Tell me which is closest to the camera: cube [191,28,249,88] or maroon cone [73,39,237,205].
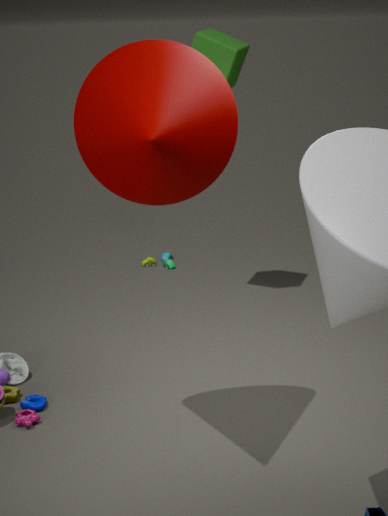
maroon cone [73,39,237,205]
